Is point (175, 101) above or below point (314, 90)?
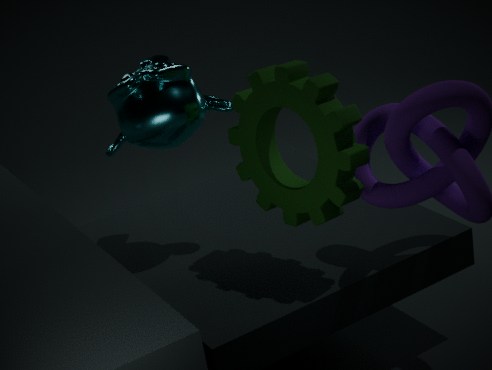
above
